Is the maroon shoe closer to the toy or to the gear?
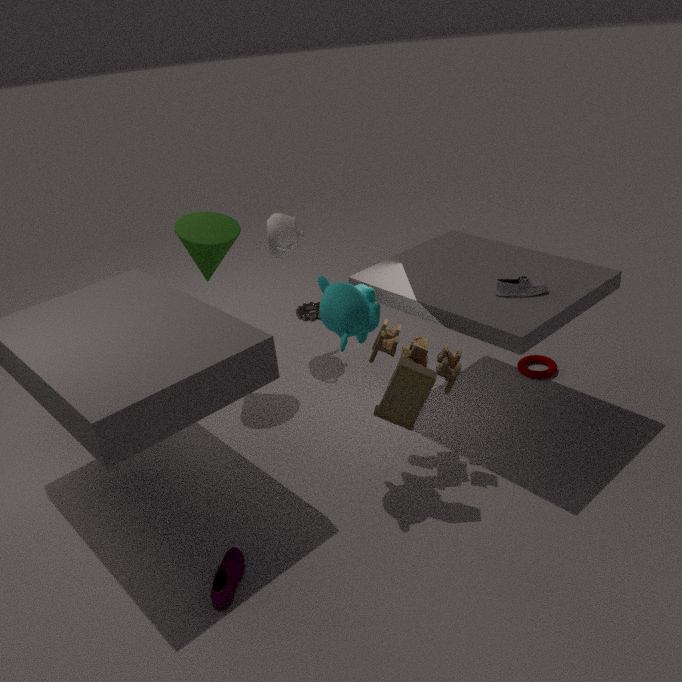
the toy
